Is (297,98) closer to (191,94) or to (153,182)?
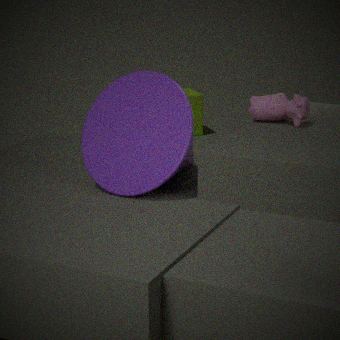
(153,182)
